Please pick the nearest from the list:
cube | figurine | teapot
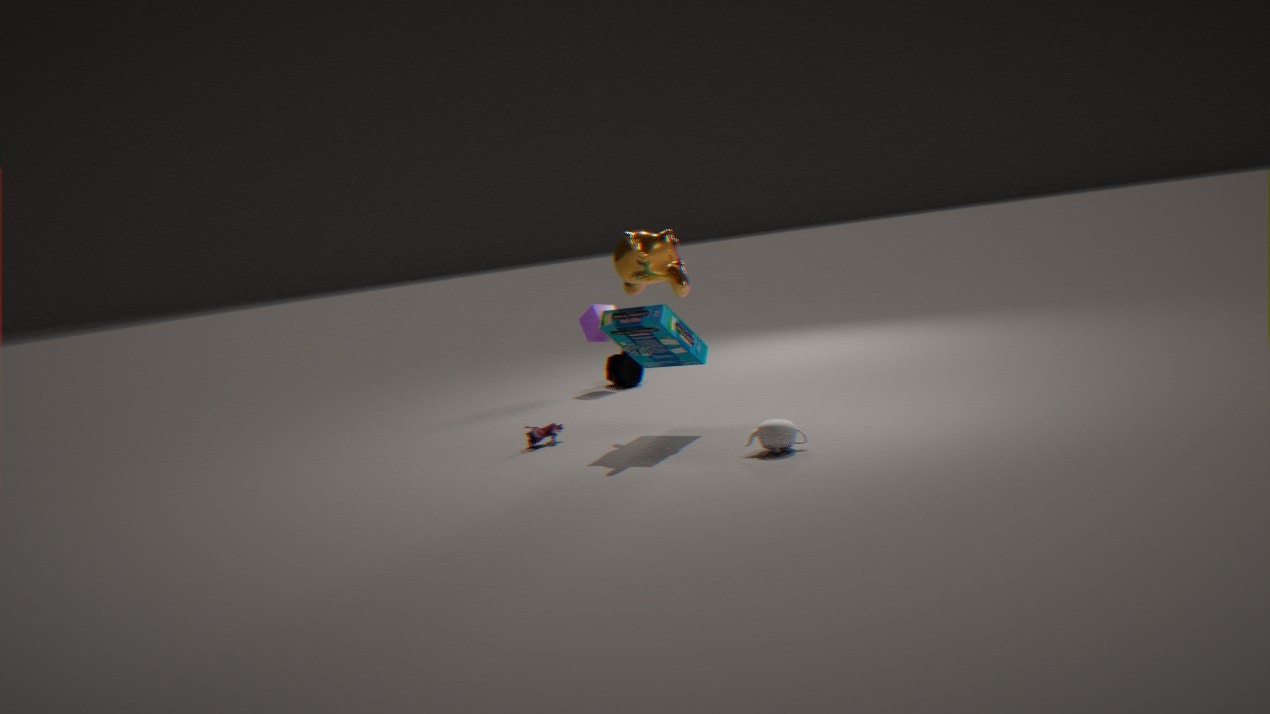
teapot
